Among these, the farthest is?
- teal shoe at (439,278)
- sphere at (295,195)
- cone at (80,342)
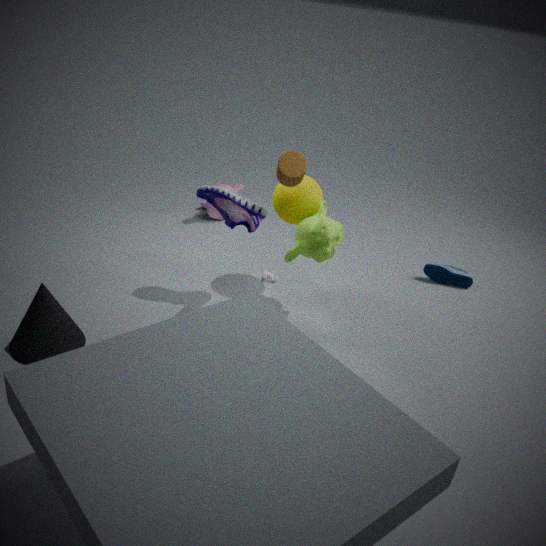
teal shoe at (439,278)
